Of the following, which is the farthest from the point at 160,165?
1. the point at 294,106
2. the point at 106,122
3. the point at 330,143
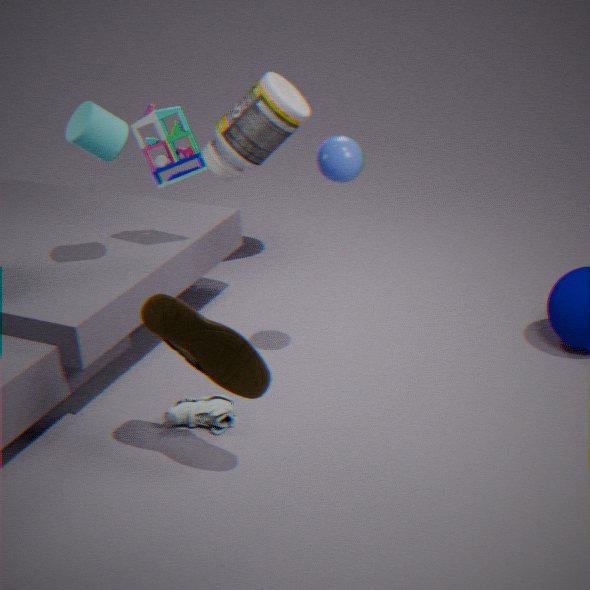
the point at 294,106
